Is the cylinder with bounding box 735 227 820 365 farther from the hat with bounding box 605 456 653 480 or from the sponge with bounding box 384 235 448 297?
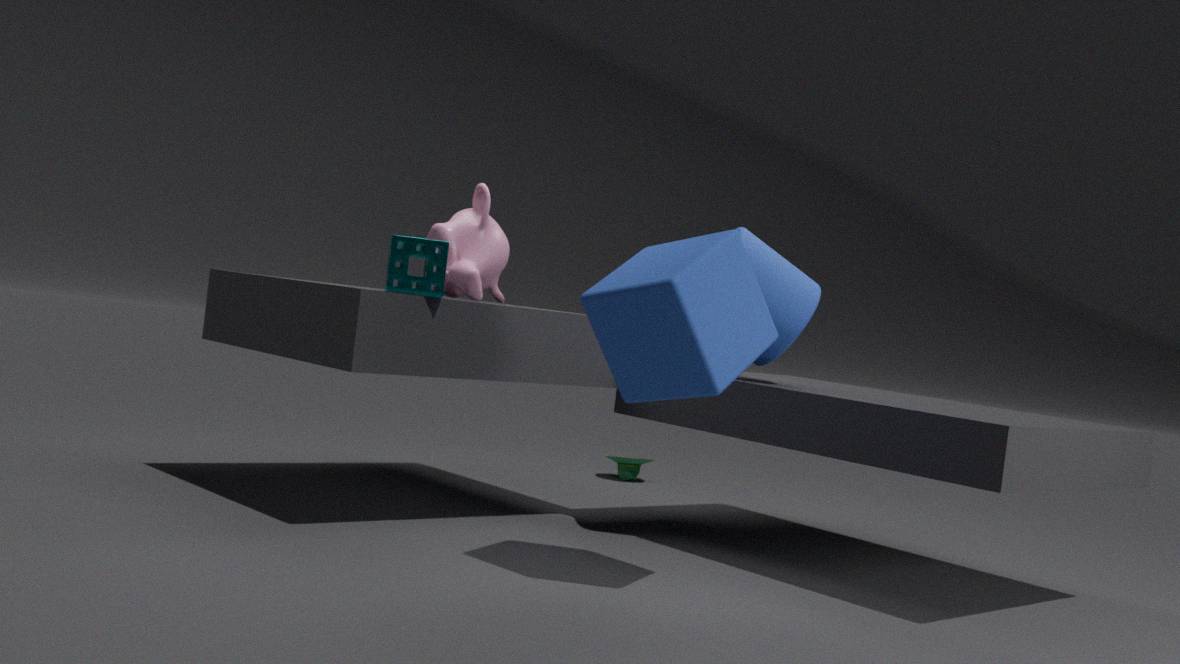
the hat with bounding box 605 456 653 480
